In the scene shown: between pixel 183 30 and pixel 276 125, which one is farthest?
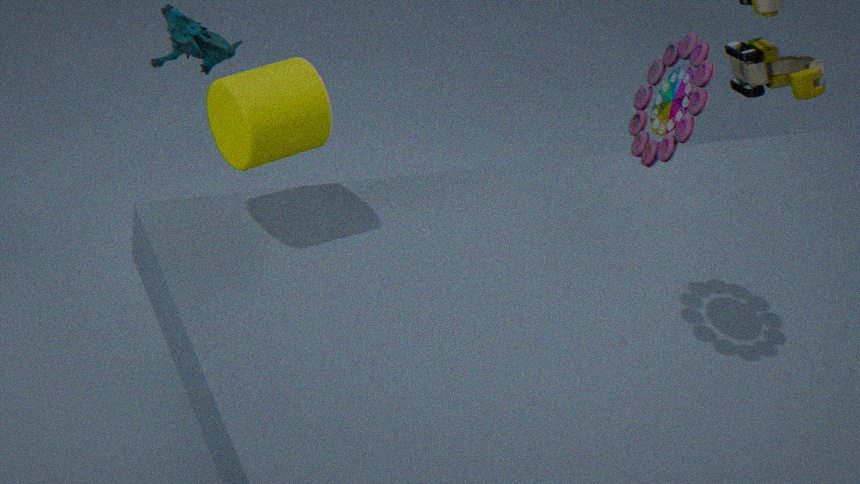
pixel 183 30
